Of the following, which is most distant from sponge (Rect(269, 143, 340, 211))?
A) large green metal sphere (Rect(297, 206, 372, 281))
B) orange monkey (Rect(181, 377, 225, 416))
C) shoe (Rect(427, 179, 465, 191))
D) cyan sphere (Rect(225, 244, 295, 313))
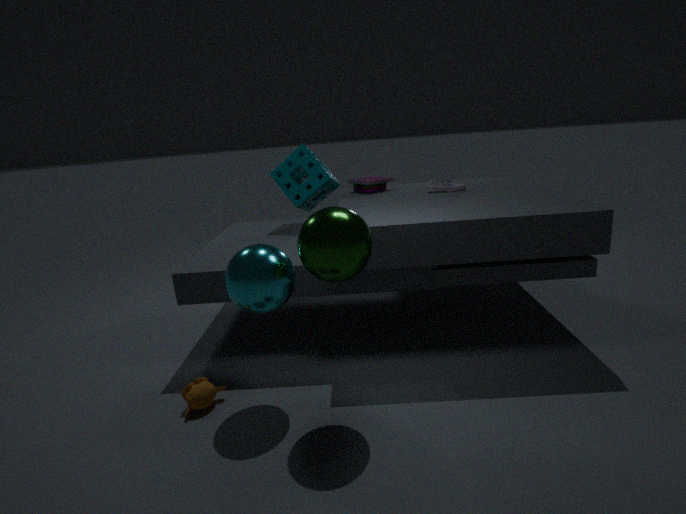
orange monkey (Rect(181, 377, 225, 416))
